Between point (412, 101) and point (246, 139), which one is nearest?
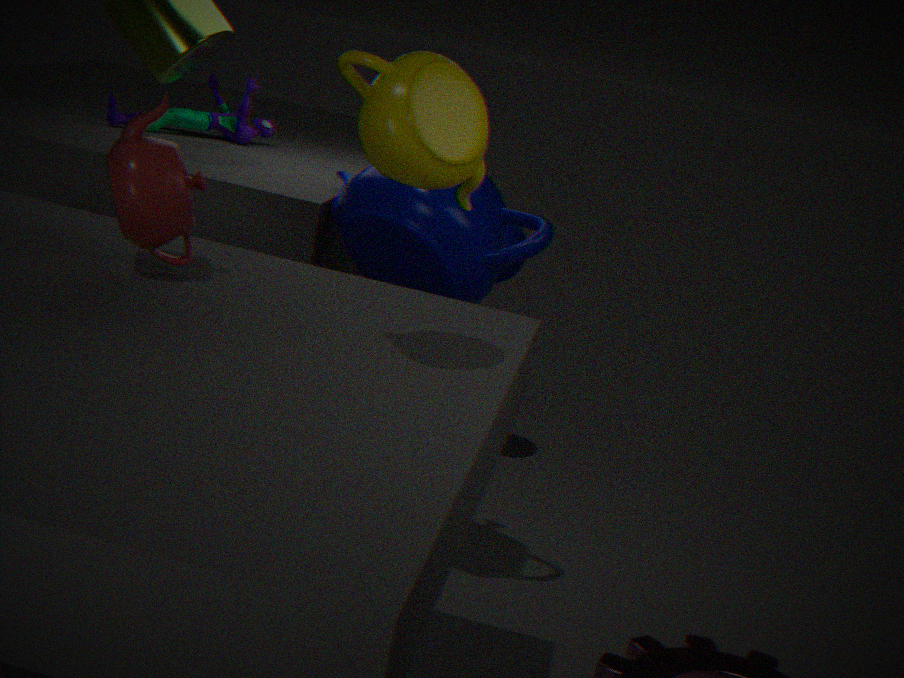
point (412, 101)
